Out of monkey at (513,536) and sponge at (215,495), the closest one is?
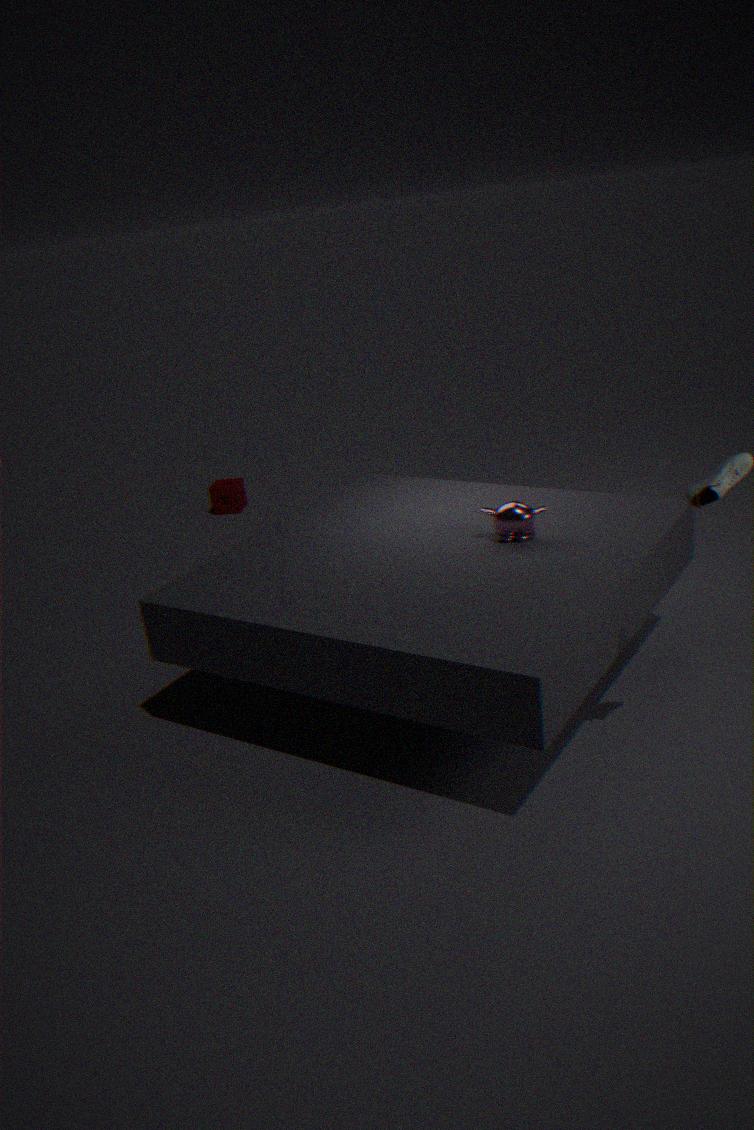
monkey at (513,536)
